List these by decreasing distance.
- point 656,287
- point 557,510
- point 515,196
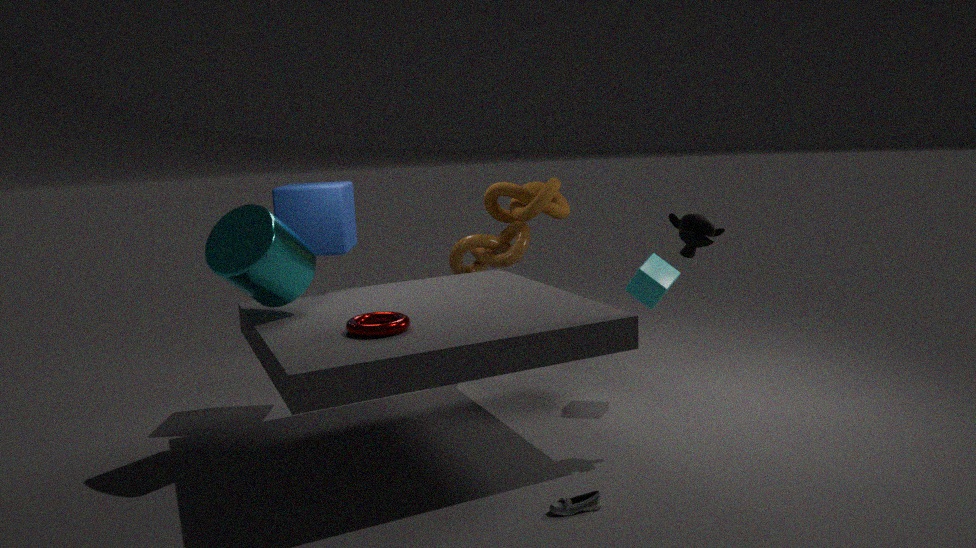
1. point 515,196
2. point 656,287
3. point 557,510
